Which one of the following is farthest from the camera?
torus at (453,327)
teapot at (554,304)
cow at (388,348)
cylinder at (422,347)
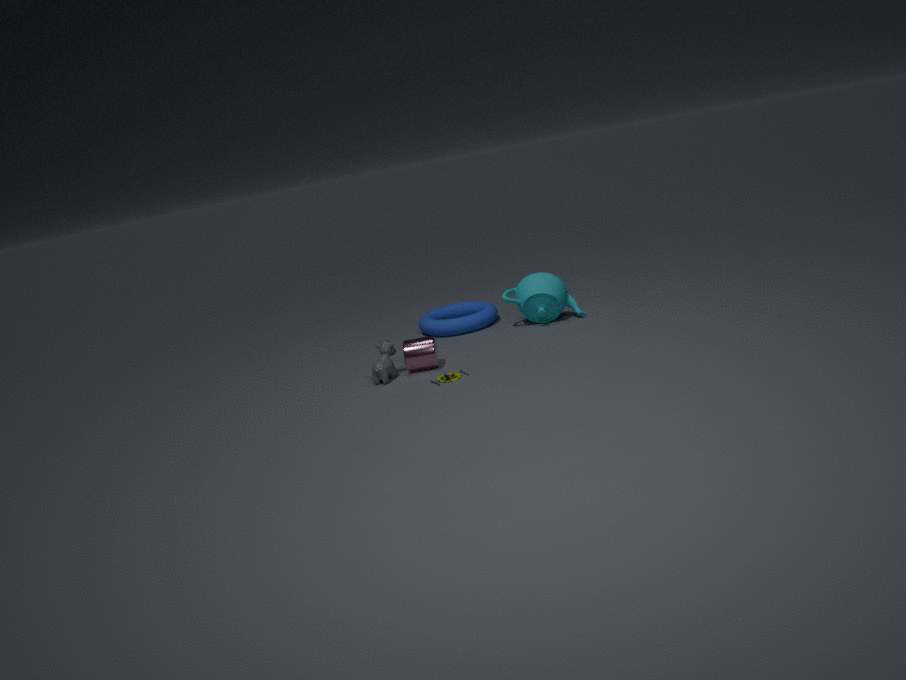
torus at (453,327)
